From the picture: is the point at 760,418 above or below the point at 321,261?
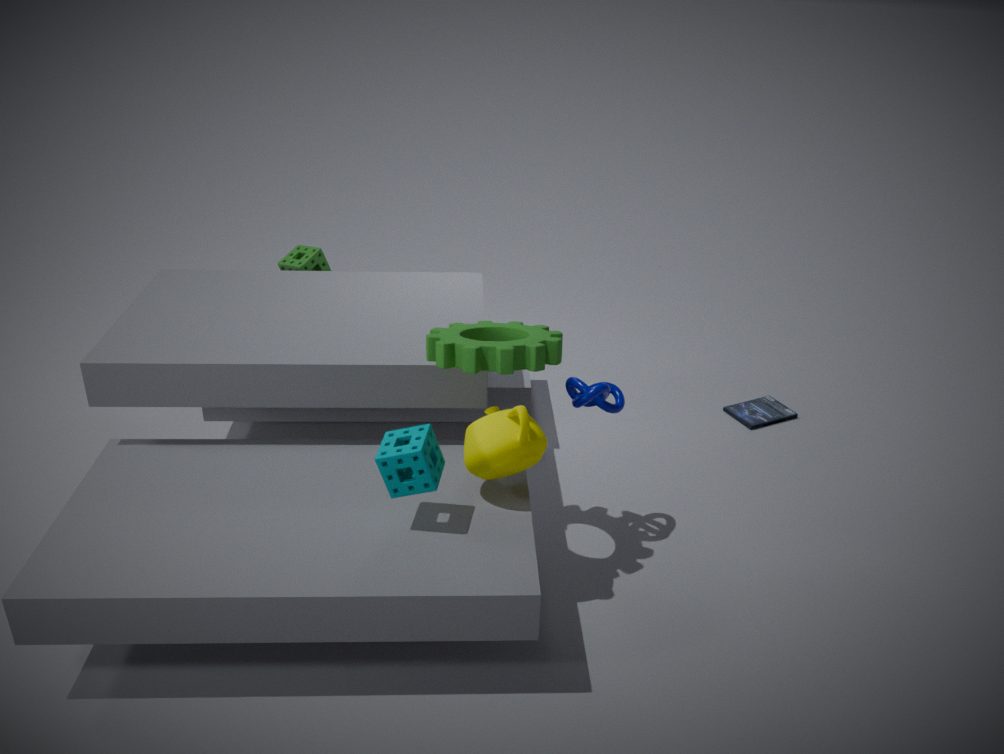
below
